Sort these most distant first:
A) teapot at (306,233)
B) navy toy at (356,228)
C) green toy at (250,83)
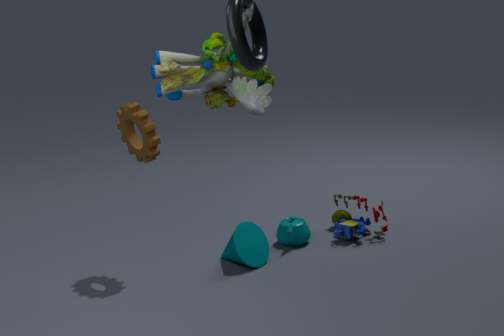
navy toy at (356,228) → teapot at (306,233) → green toy at (250,83)
